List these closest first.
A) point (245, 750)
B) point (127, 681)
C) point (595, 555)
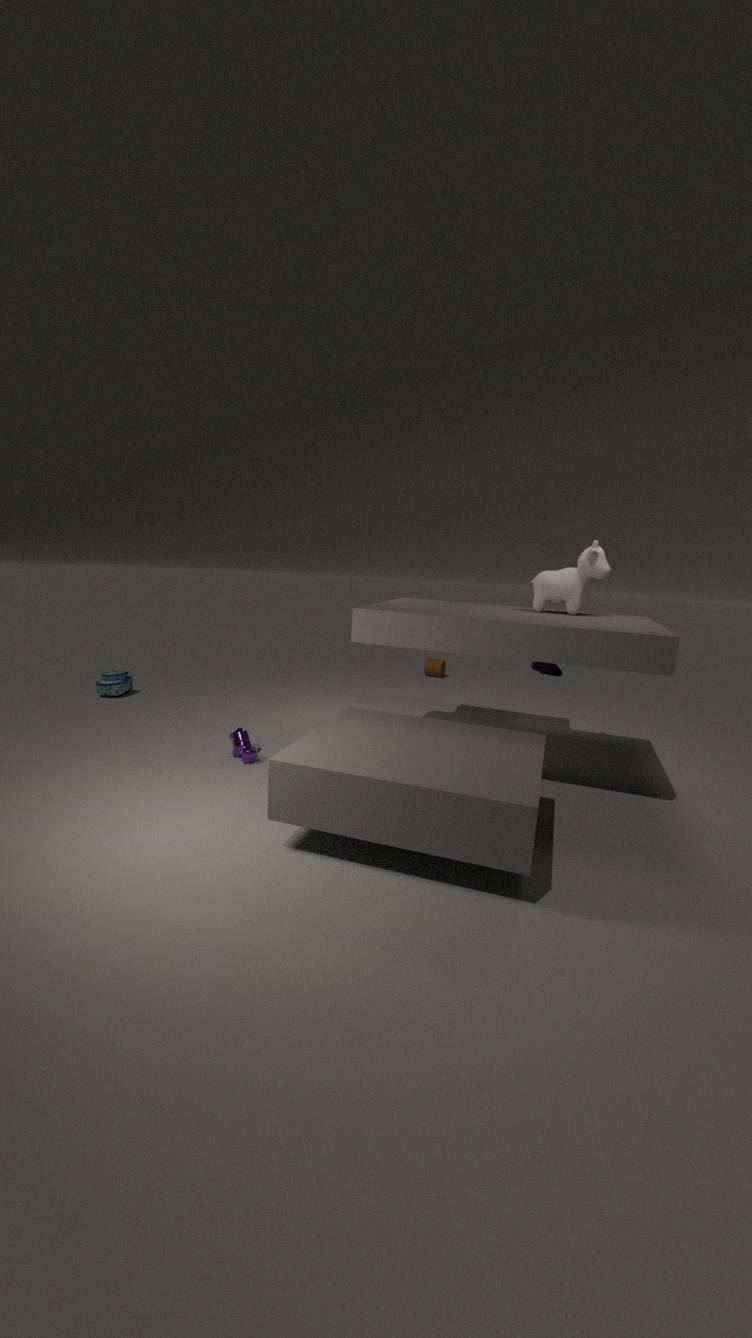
point (245, 750)
point (595, 555)
point (127, 681)
